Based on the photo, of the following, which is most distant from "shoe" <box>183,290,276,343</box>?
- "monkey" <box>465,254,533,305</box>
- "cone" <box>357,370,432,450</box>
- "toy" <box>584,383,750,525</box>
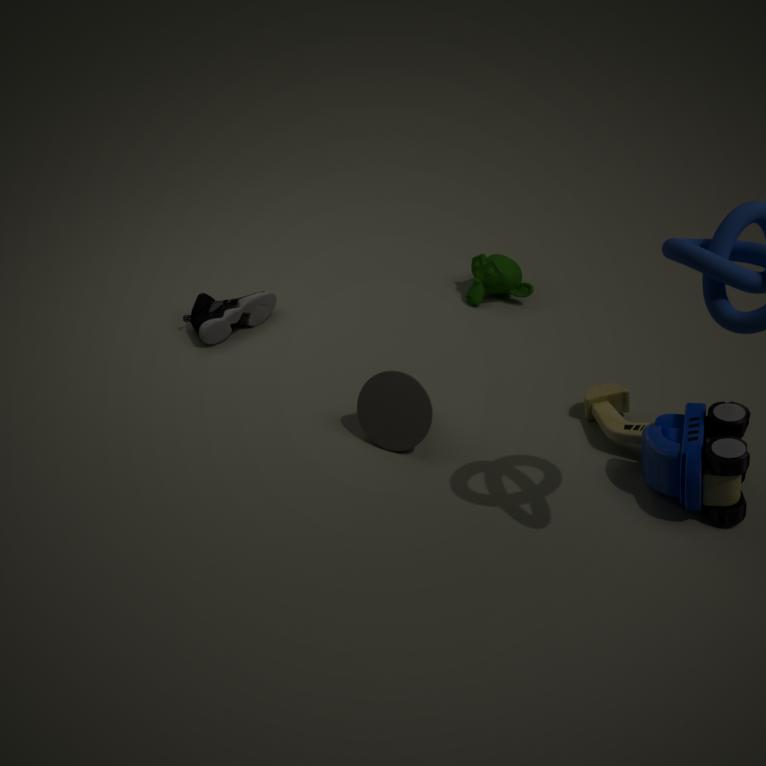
"toy" <box>584,383,750,525</box>
